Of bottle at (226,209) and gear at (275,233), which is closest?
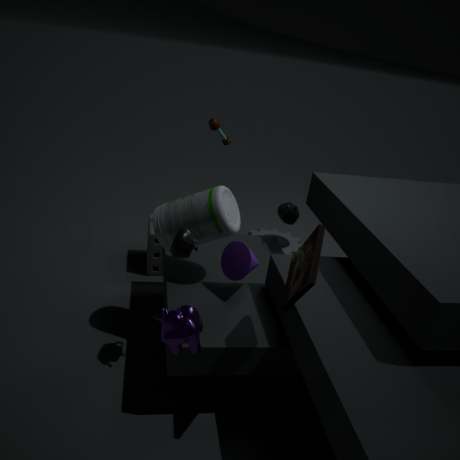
bottle at (226,209)
